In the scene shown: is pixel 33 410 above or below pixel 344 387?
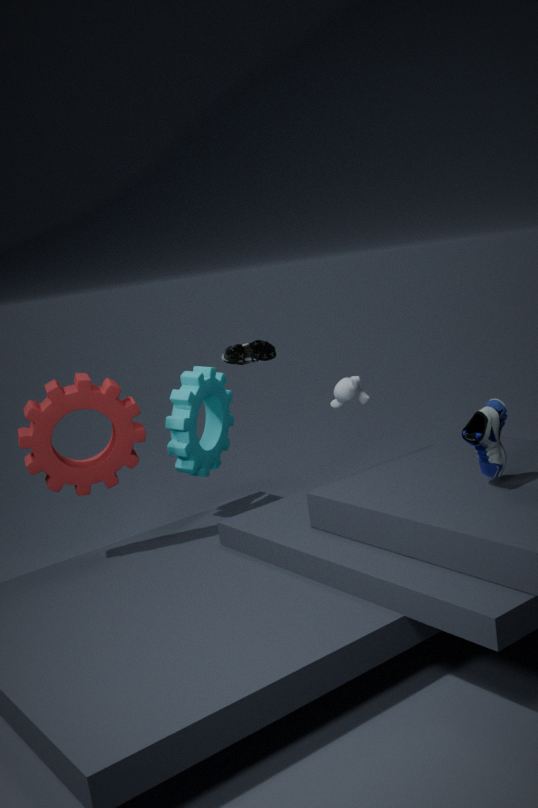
above
